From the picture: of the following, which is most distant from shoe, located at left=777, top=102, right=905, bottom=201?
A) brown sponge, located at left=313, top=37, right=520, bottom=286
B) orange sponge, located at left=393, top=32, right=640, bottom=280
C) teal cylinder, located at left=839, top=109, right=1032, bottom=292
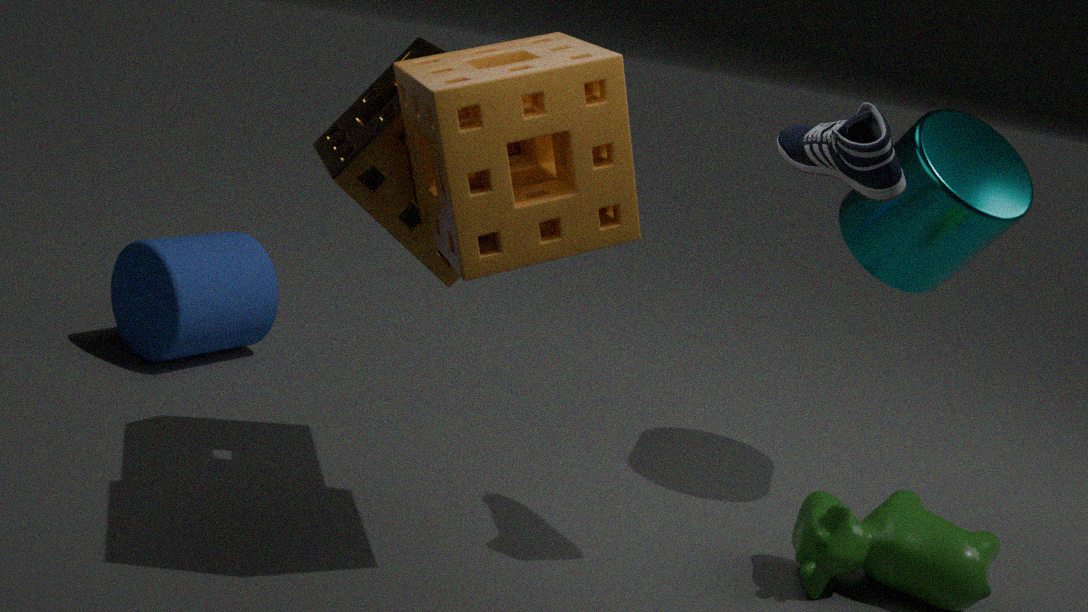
brown sponge, located at left=313, top=37, right=520, bottom=286
